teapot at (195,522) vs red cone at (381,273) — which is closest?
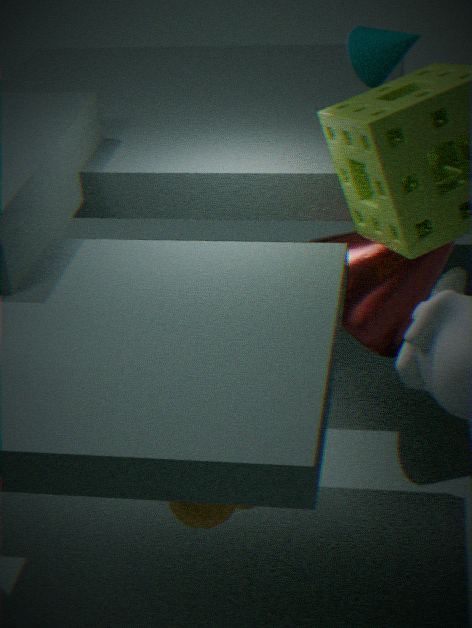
teapot at (195,522)
